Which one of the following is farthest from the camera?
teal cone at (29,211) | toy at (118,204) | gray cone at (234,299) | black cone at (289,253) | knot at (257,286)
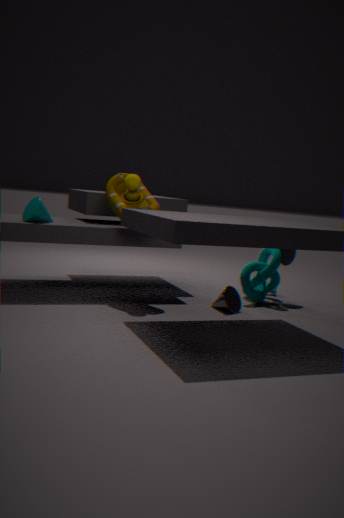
black cone at (289,253)
